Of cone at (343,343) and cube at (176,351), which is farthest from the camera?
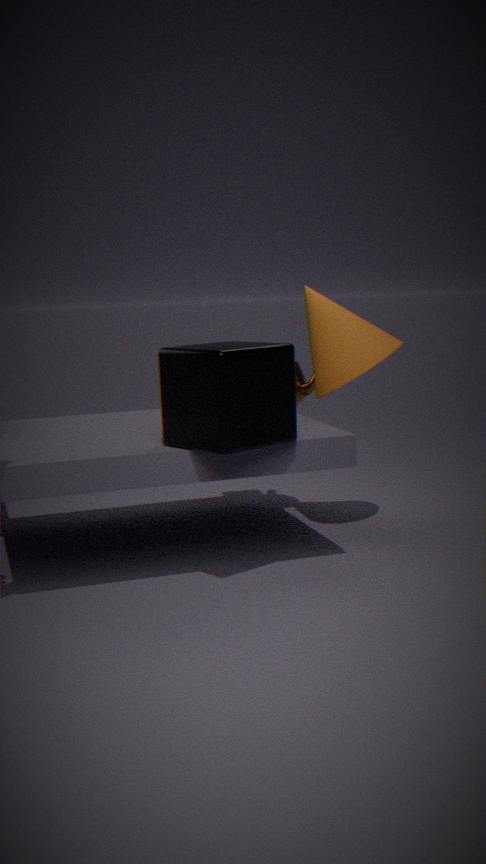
cone at (343,343)
